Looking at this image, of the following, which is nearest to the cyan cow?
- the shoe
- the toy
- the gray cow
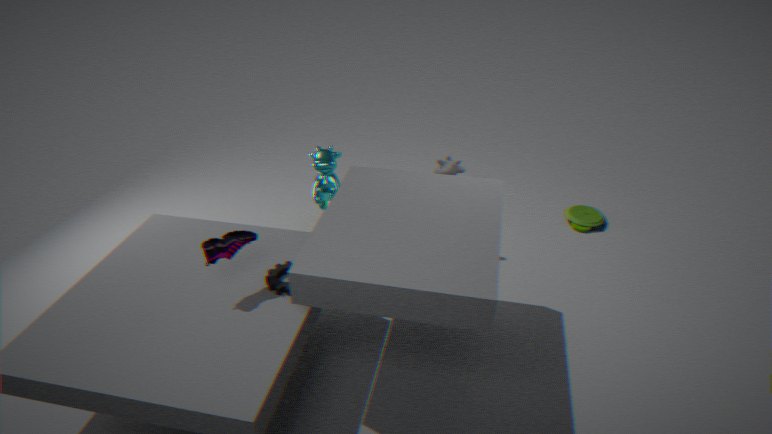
the gray cow
